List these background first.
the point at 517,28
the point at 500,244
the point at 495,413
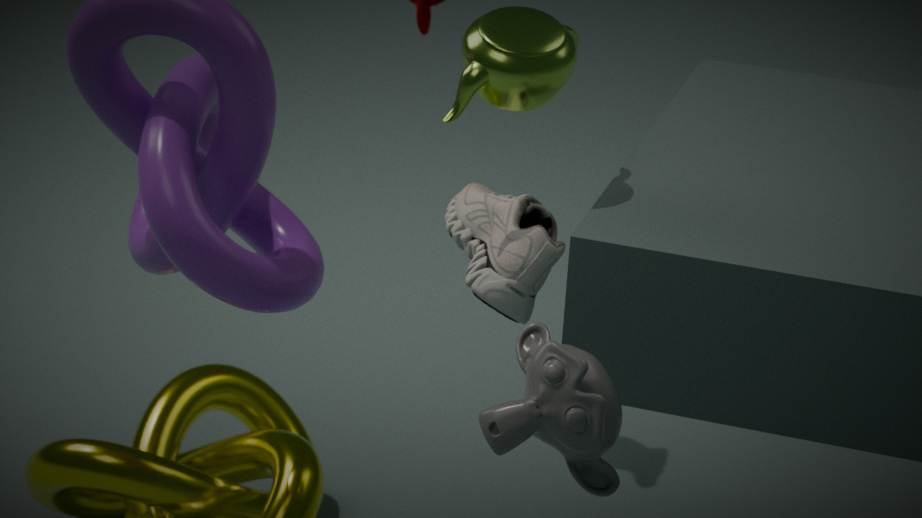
the point at 500,244 → the point at 517,28 → the point at 495,413
